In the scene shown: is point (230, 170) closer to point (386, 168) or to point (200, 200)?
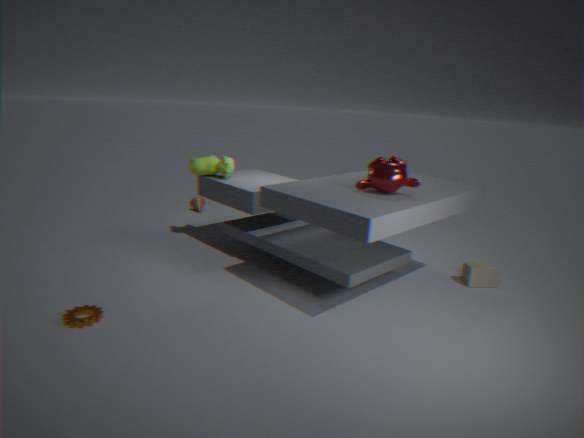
point (200, 200)
